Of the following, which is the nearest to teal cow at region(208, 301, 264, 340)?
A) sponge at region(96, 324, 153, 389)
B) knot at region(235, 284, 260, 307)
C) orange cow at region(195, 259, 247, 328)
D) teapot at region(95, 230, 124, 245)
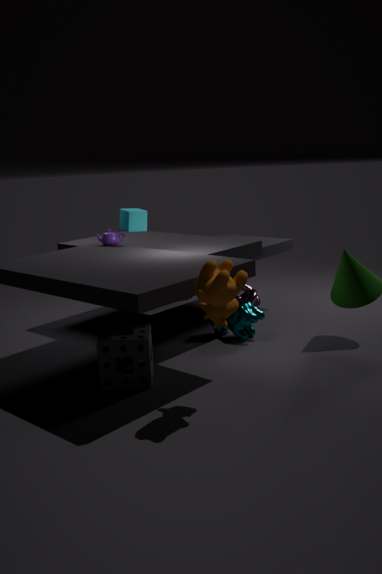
knot at region(235, 284, 260, 307)
